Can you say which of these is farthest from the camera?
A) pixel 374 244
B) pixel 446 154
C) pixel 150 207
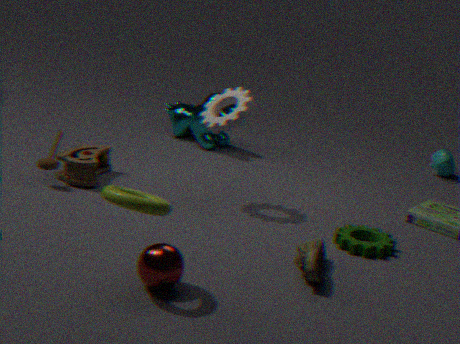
pixel 446 154
